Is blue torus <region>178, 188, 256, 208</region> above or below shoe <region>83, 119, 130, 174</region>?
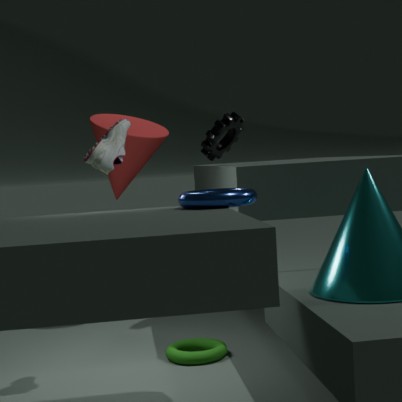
below
